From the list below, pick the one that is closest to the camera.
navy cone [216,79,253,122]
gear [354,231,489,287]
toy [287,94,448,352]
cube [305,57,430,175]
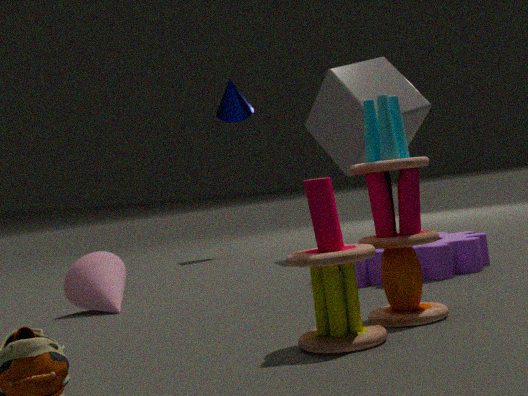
toy [287,94,448,352]
